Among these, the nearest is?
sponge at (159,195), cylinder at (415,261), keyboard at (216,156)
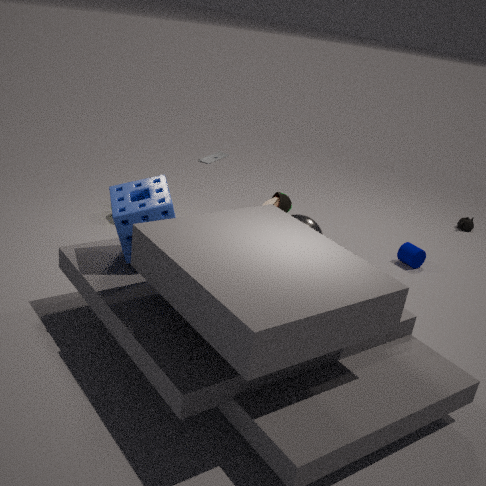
sponge at (159,195)
